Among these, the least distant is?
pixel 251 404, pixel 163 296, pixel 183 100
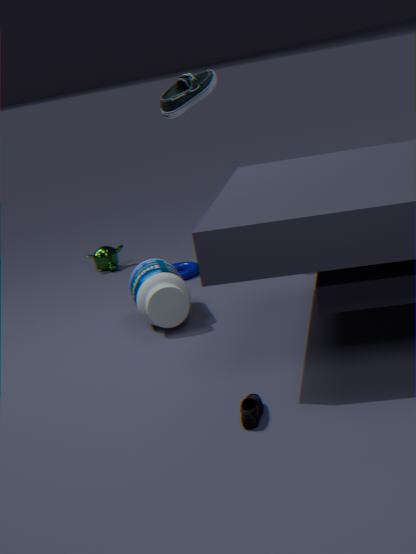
pixel 251 404
